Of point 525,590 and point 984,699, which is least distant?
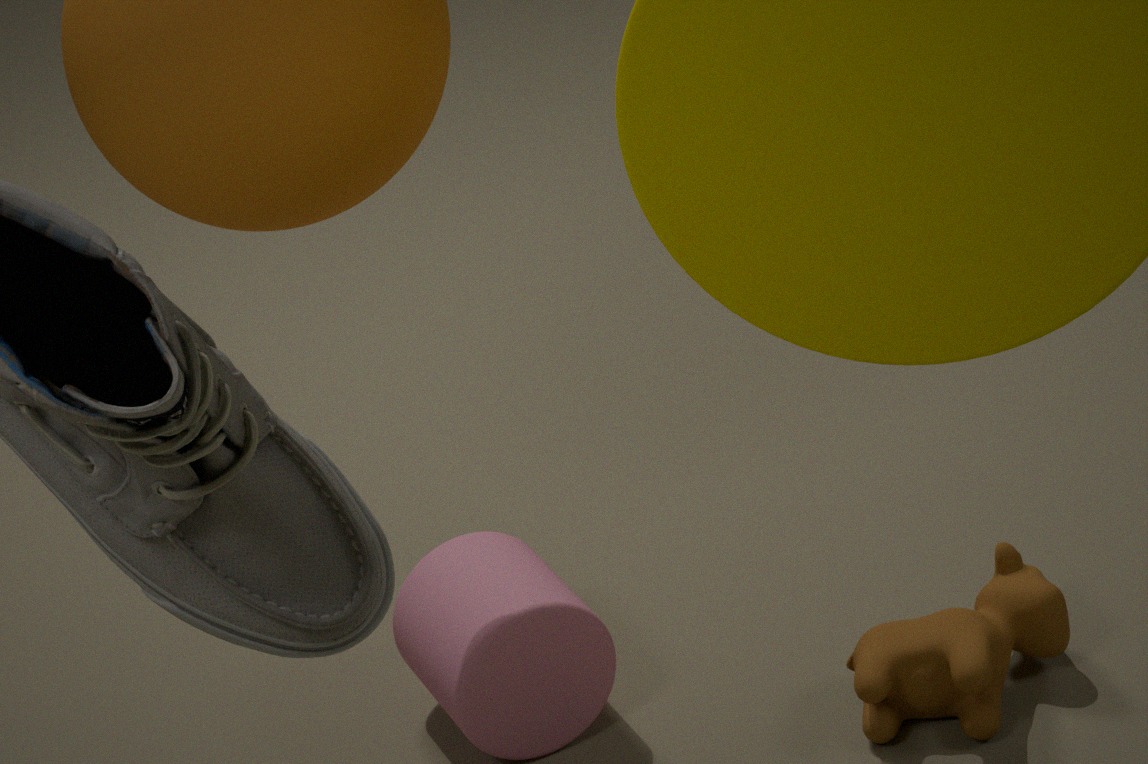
point 984,699
